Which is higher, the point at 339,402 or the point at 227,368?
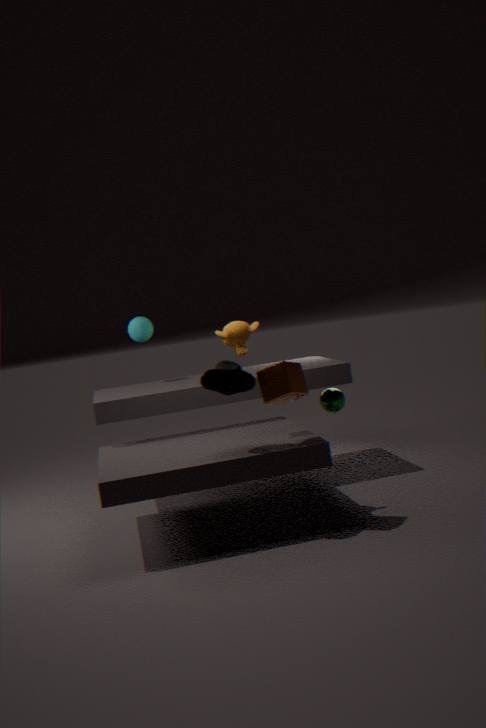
the point at 227,368
